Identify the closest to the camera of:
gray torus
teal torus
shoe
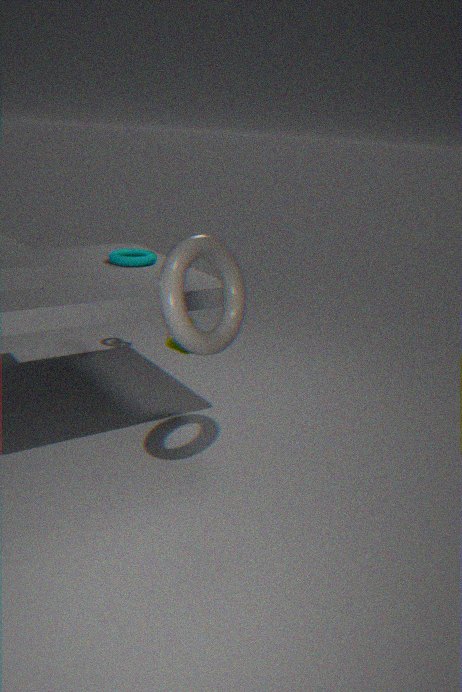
gray torus
